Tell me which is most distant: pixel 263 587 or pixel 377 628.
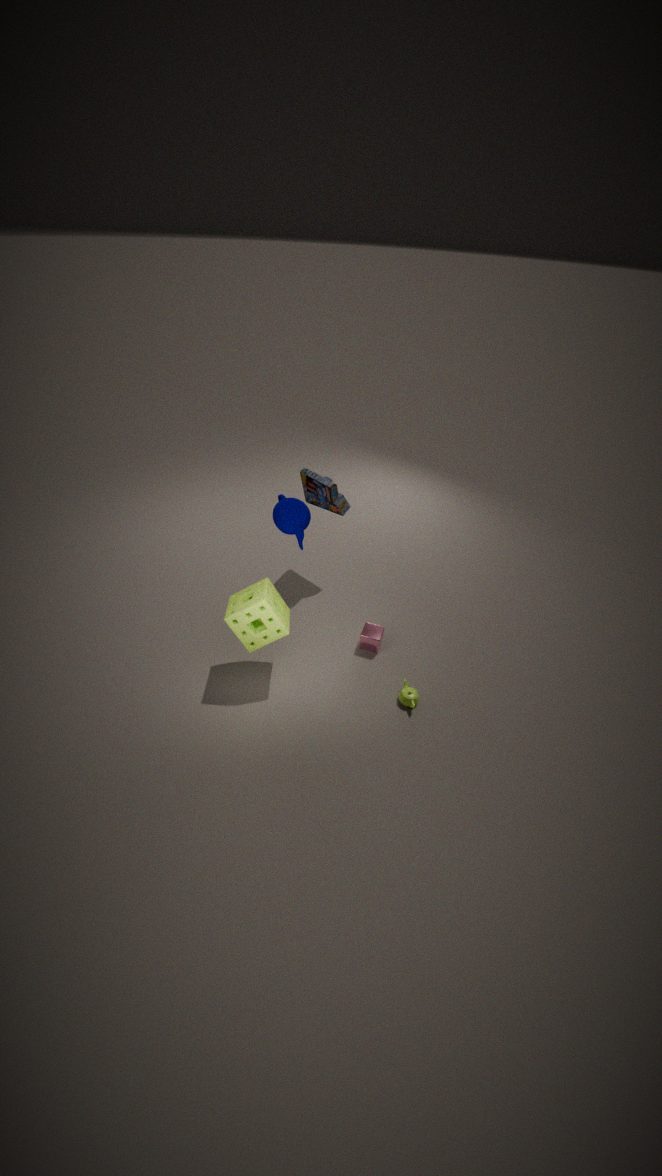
pixel 377 628
